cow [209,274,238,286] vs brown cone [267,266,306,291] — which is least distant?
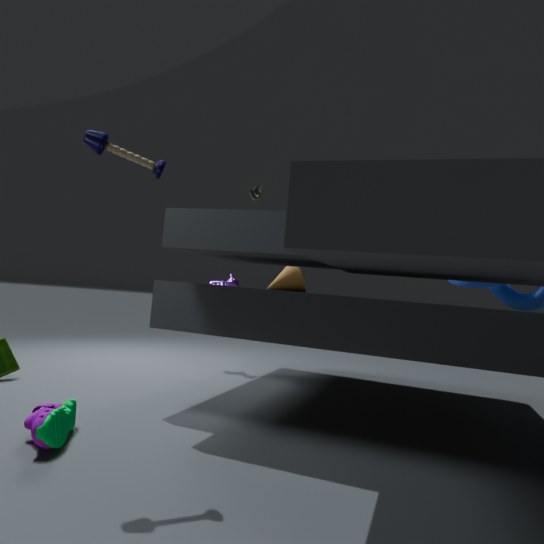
brown cone [267,266,306,291]
